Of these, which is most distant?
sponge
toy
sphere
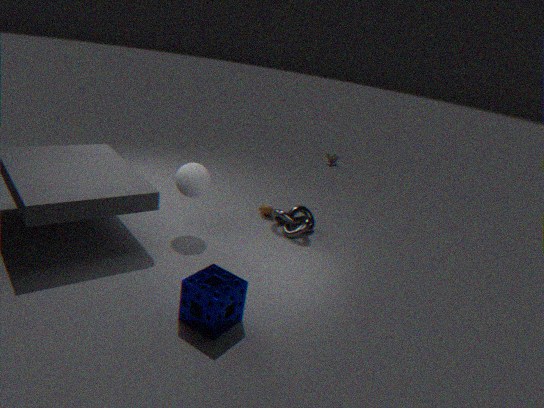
toy
